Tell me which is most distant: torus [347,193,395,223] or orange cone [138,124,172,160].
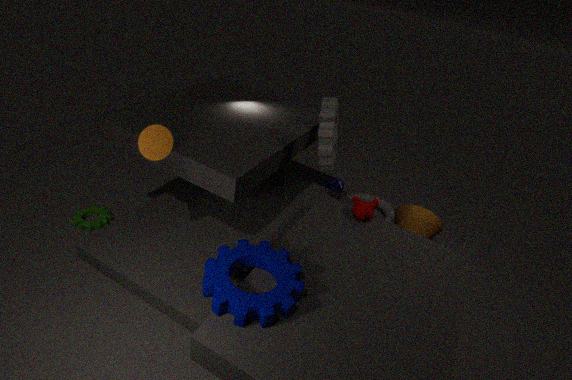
torus [347,193,395,223]
